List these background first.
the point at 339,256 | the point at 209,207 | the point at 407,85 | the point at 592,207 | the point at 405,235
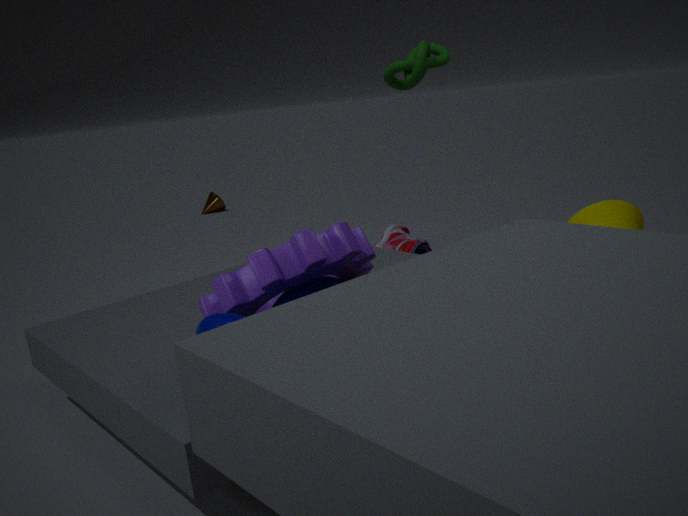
the point at 209,207, the point at 405,235, the point at 592,207, the point at 407,85, the point at 339,256
